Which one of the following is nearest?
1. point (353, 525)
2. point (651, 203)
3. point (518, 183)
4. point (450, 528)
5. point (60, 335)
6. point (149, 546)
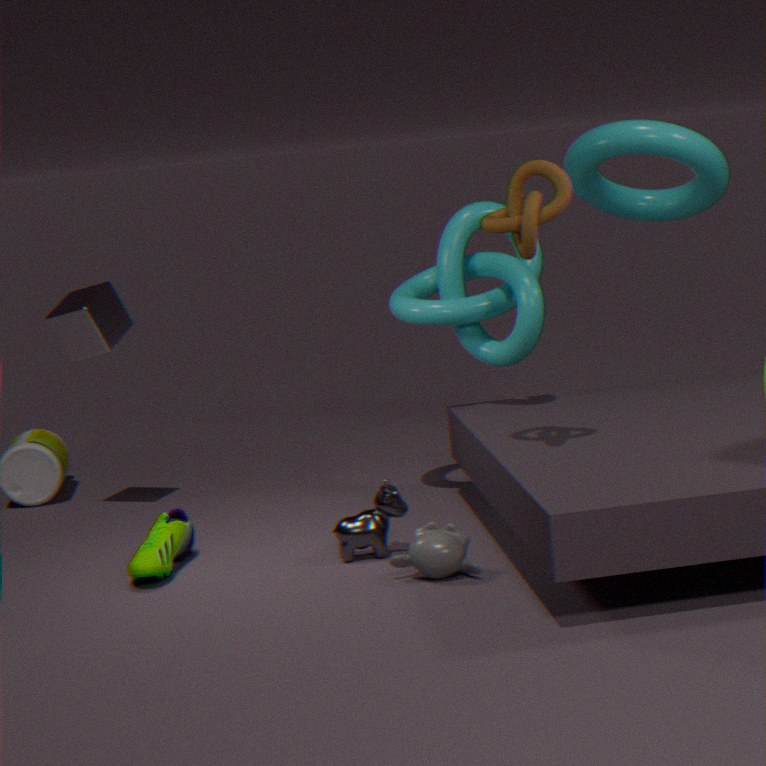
point (518, 183)
